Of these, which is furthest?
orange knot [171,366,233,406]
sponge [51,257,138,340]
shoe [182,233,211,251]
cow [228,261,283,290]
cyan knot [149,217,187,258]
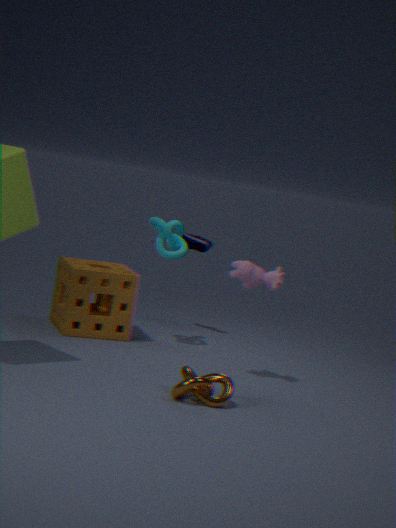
shoe [182,233,211,251]
